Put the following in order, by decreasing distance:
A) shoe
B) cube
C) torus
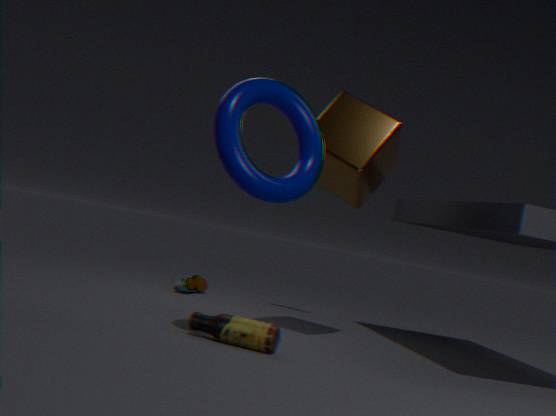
shoe → cube → torus
